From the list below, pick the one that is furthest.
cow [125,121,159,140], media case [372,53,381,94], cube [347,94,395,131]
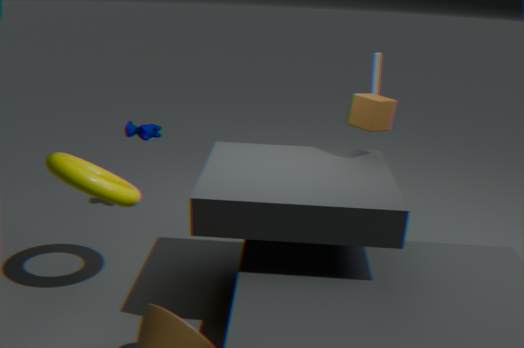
cow [125,121,159,140]
